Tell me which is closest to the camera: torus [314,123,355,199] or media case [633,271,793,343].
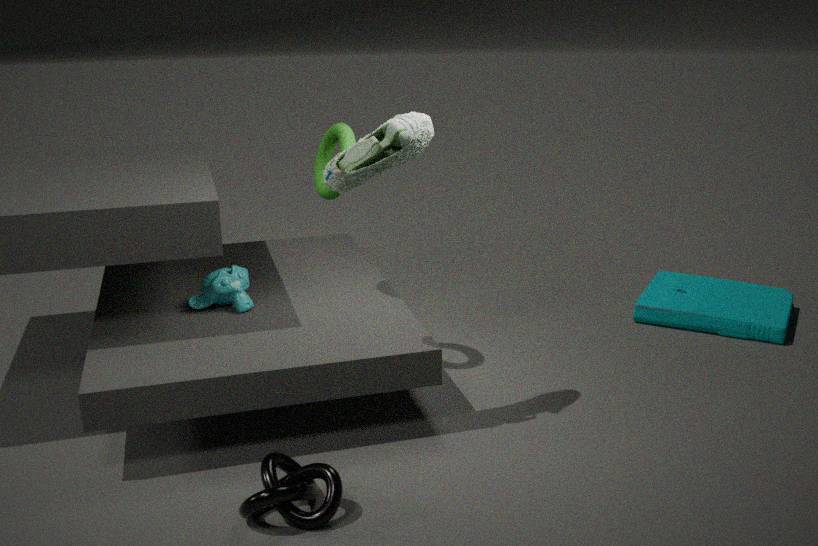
torus [314,123,355,199]
